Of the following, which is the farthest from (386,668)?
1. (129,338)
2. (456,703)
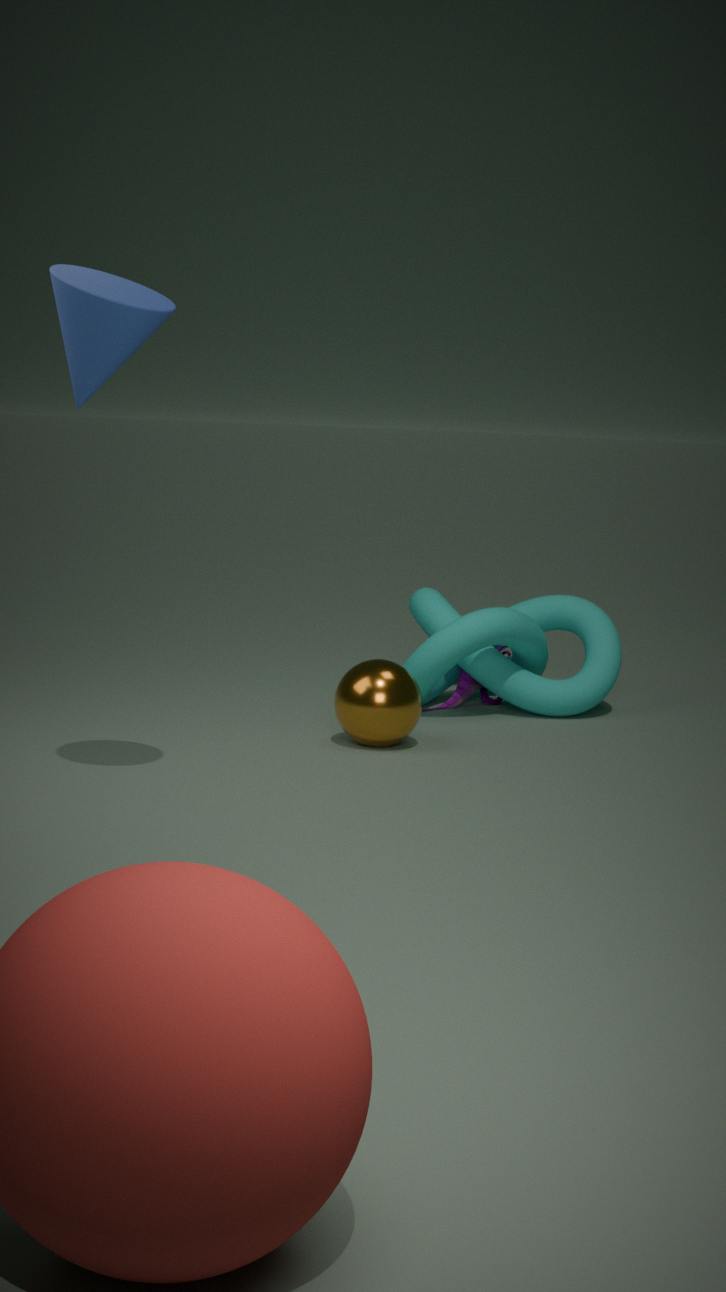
(129,338)
